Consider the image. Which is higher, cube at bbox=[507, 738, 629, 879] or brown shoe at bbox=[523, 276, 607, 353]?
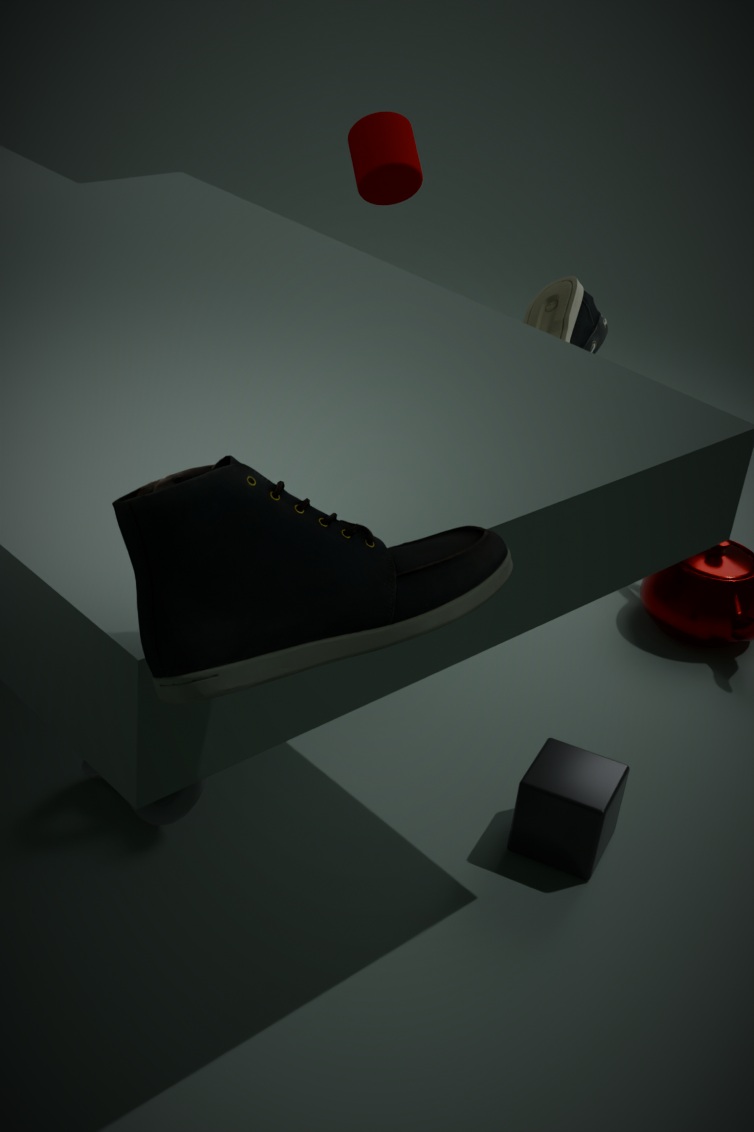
brown shoe at bbox=[523, 276, 607, 353]
